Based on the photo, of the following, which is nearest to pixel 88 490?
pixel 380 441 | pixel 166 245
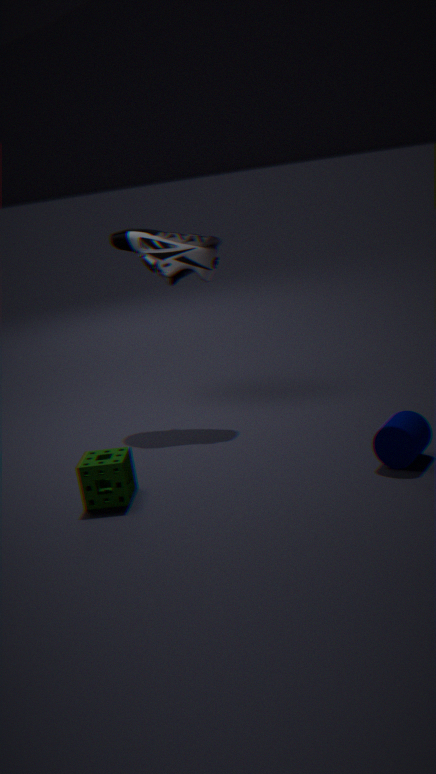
pixel 380 441
